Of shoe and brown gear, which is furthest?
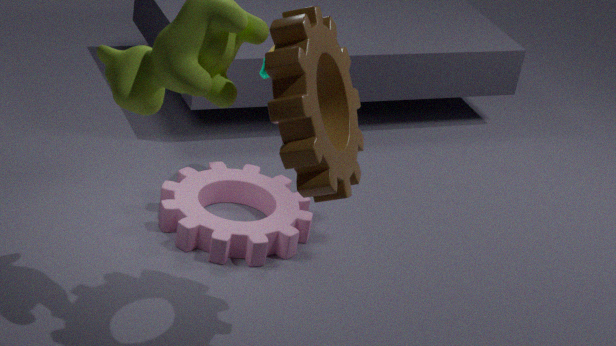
shoe
